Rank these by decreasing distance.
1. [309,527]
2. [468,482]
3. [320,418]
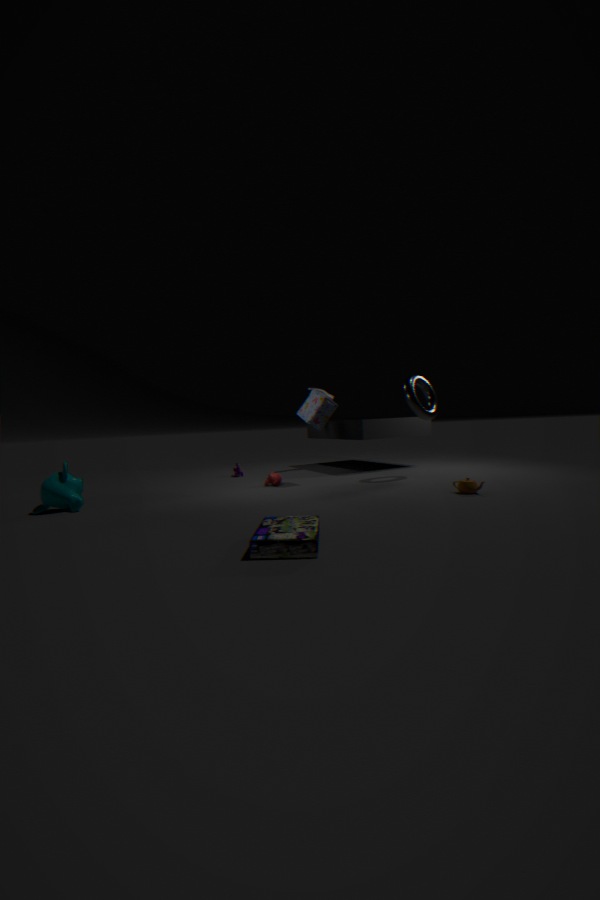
[320,418], [468,482], [309,527]
